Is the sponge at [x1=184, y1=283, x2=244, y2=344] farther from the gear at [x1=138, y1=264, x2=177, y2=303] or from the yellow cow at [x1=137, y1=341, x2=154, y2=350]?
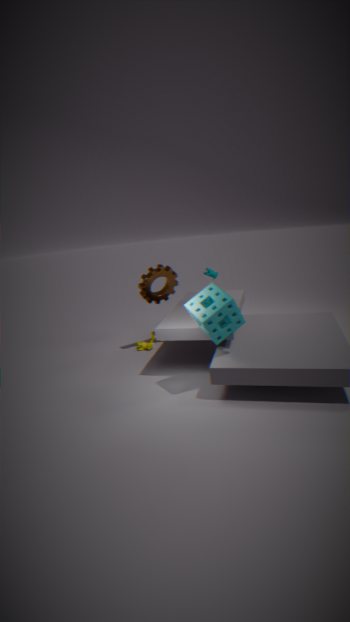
the yellow cow at [x1=137, y1=341, x2=154, y2=350]
